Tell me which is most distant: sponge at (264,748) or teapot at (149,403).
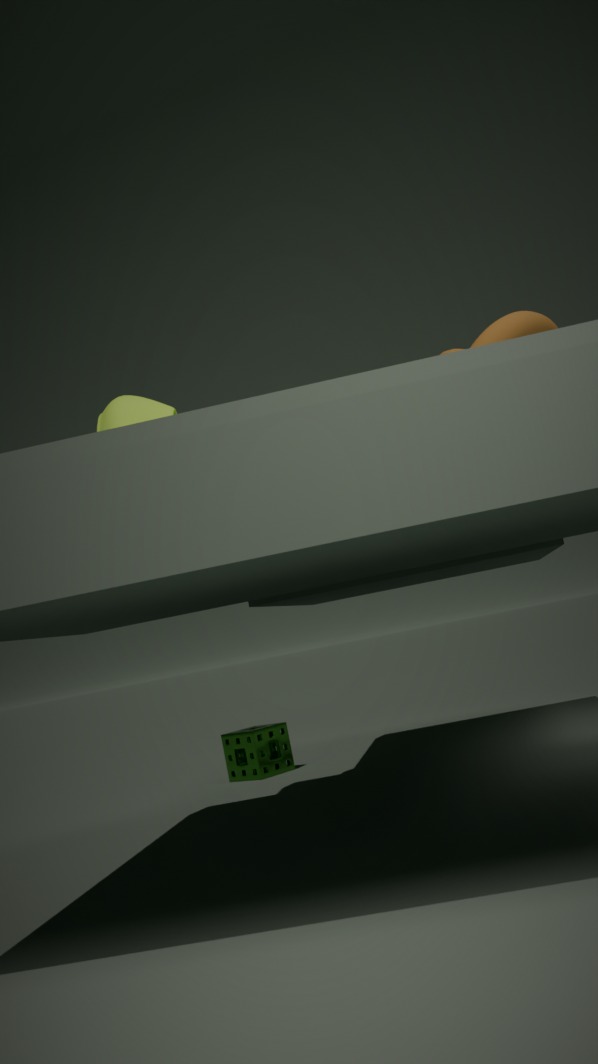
sponge at (264,748)
